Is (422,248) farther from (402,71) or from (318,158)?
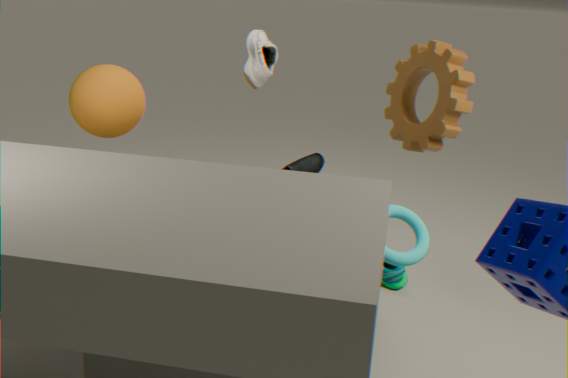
(402,71)
